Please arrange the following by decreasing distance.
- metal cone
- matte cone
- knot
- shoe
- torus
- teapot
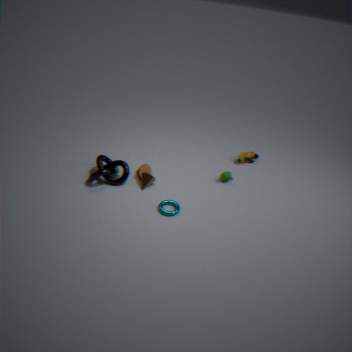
shoe, teapot, matte cone, metal cone, knot, torus
